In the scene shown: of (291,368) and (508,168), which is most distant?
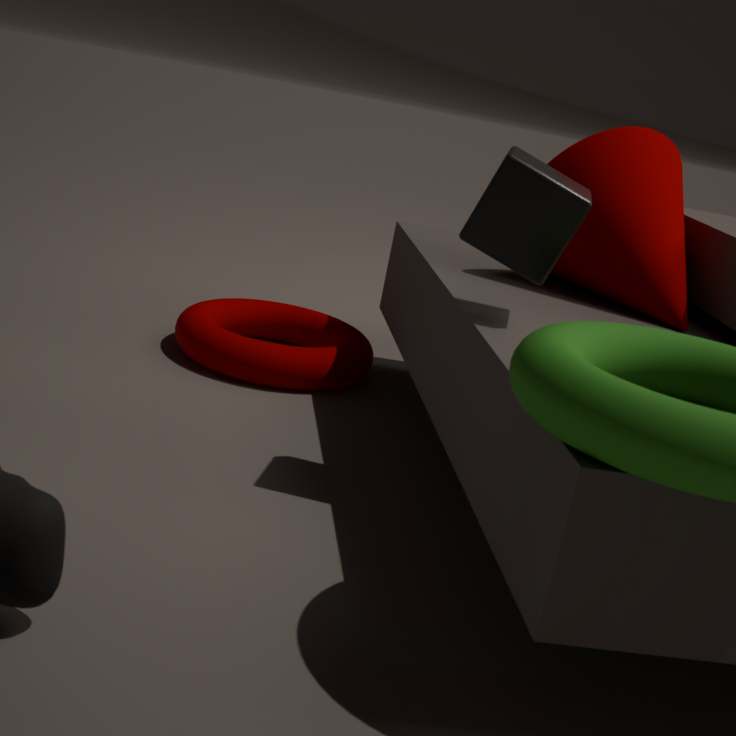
(291,368)
